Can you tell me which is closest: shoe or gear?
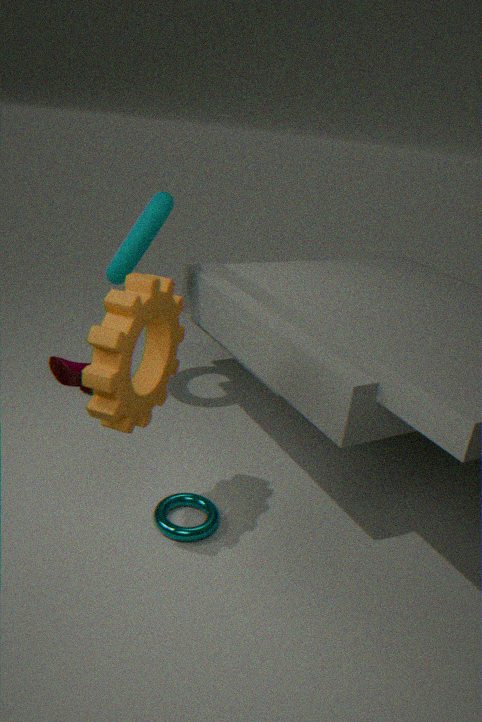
gear
